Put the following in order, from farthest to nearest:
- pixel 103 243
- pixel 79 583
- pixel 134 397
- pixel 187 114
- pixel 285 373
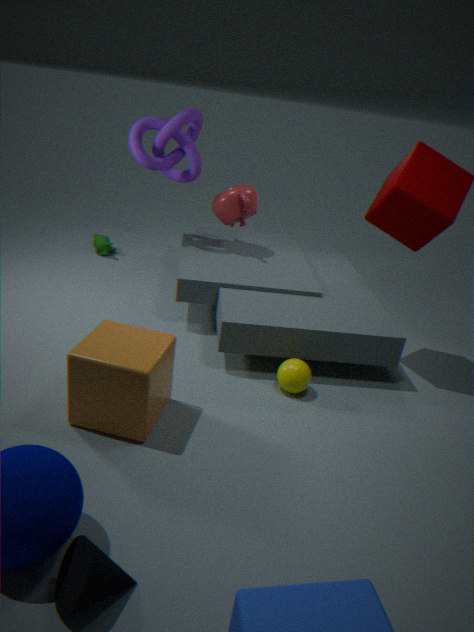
pixel 103 243 < pixel 187 114 < pixel 285 373 < pixel 134 397 < pixel 79 583
